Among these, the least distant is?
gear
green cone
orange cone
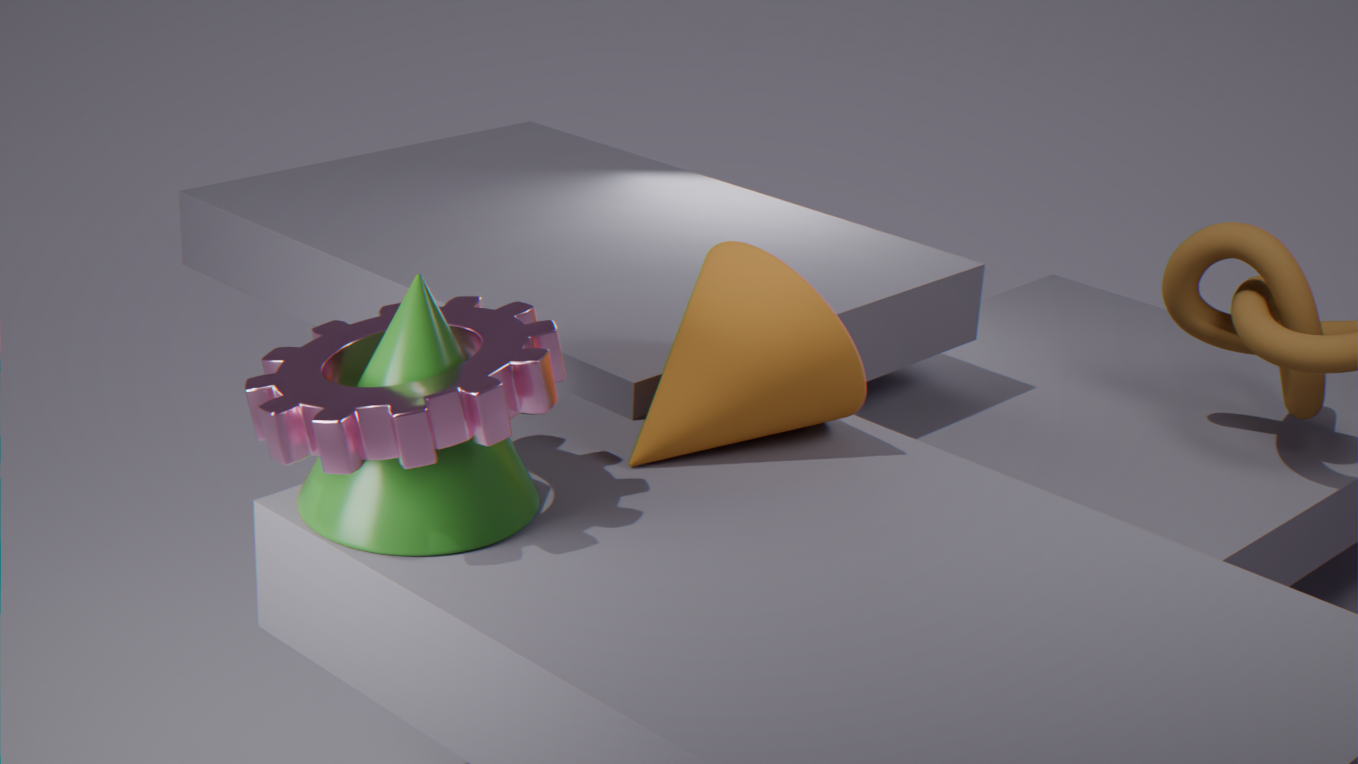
gear
